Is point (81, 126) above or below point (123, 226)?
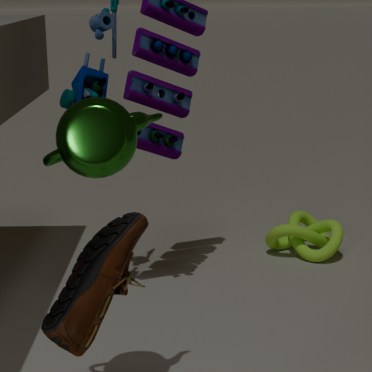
above
